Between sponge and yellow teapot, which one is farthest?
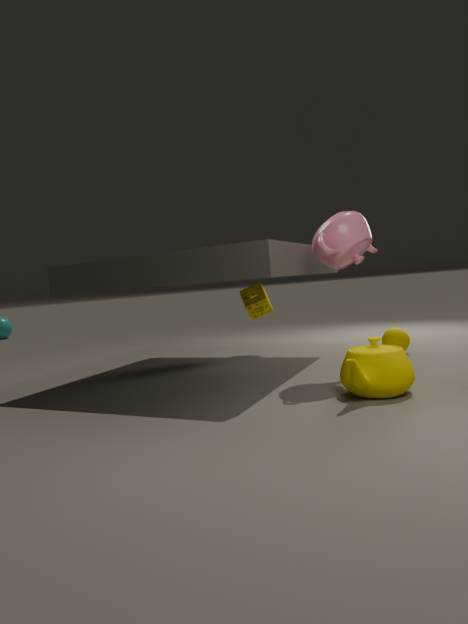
sponge
